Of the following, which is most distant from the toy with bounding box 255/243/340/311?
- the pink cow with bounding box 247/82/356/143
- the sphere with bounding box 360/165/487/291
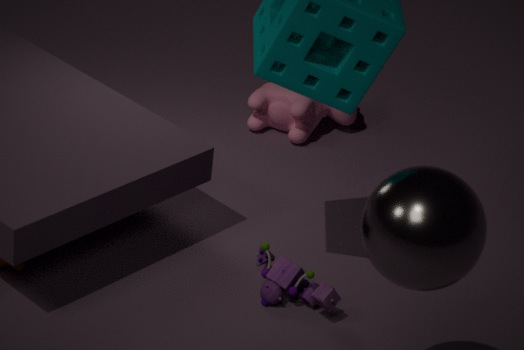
the pink cow with bounding box 247/82/356/143
